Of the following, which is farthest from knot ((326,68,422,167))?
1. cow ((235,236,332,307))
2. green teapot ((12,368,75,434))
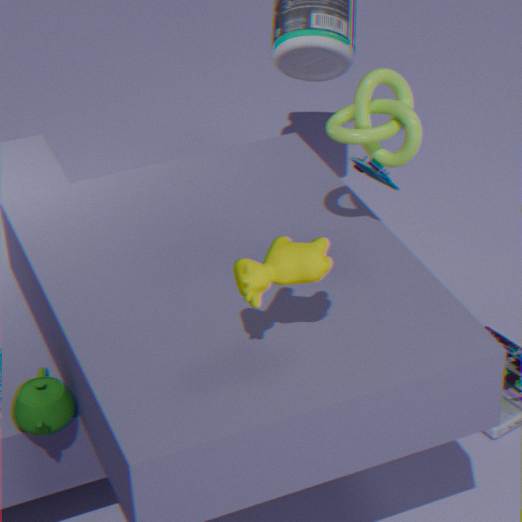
green teapot ((12,368,75,434))
